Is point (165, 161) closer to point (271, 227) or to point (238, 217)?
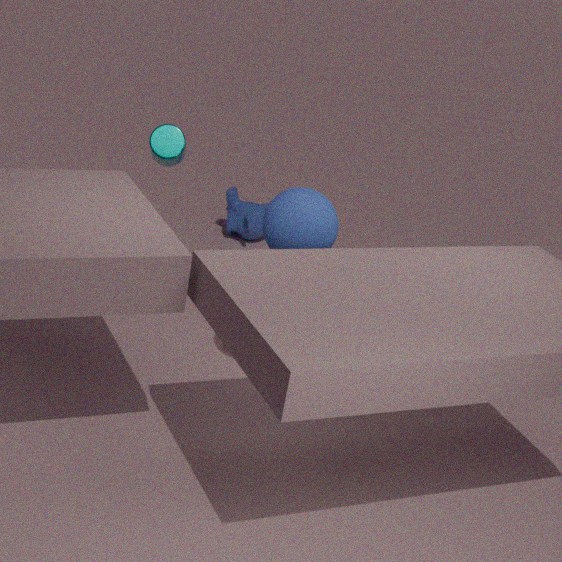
point (271, 227)
